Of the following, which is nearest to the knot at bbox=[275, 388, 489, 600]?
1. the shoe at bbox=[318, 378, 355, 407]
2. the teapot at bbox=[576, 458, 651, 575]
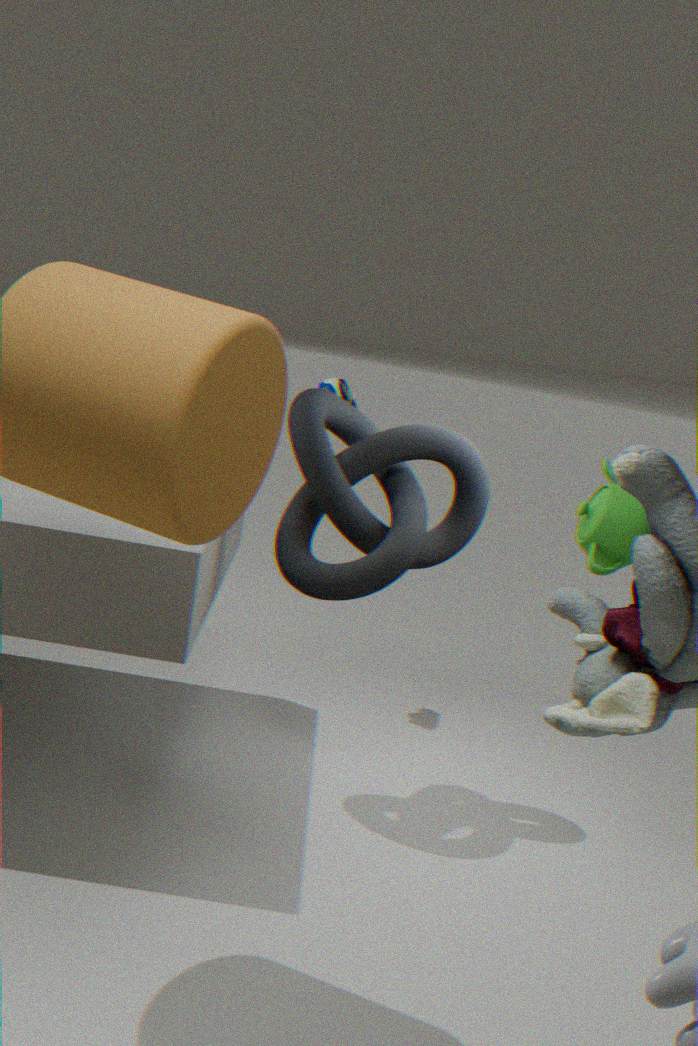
the shoe at bbox=[318, 378, 355, 407]
